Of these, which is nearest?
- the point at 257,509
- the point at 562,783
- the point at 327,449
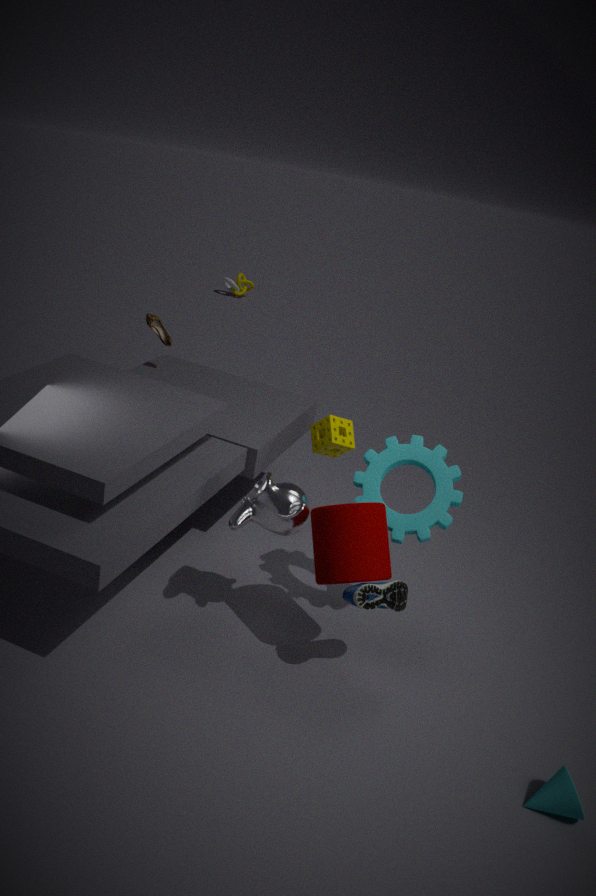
the point at 562,783
